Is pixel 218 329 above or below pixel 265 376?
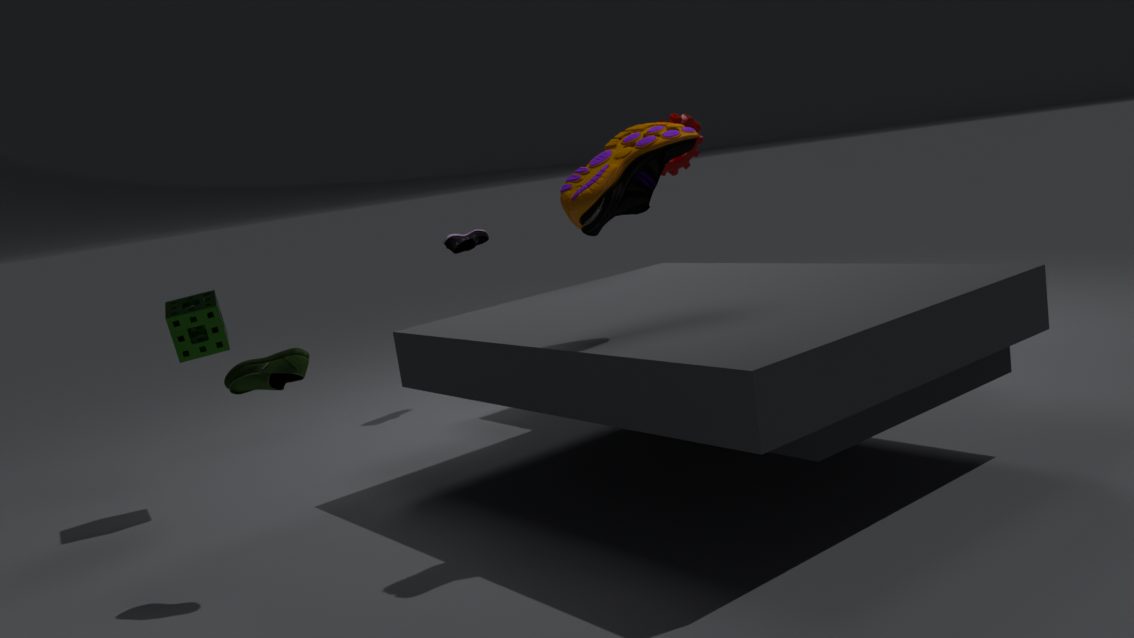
above
